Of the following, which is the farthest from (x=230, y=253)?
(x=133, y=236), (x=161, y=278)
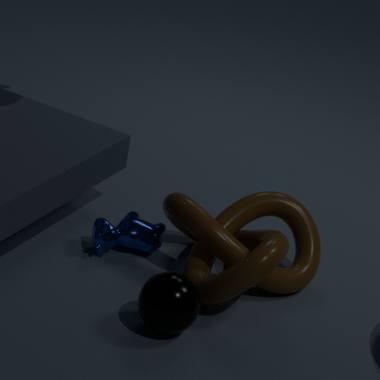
(x=161, y=278)
